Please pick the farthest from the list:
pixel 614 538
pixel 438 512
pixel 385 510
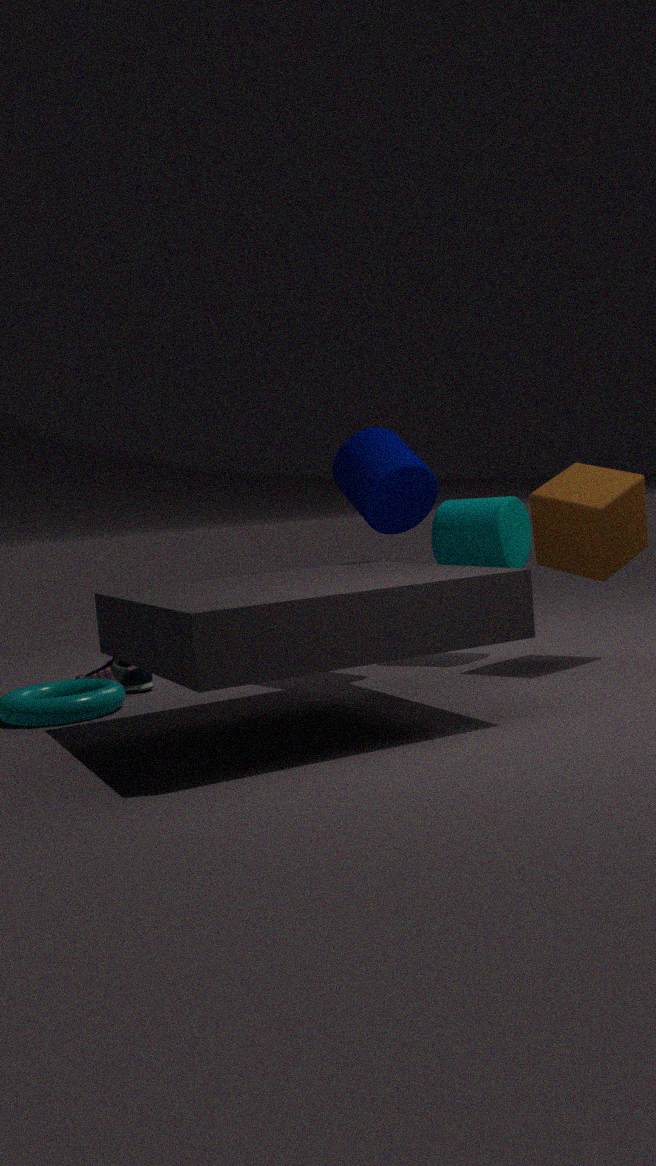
pixel 438 512
